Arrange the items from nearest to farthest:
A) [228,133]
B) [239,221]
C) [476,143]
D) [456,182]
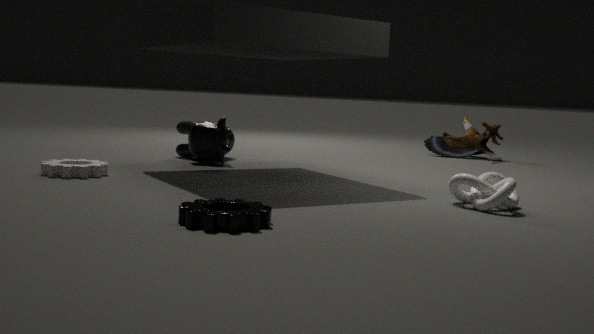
[239,221] < [456,182] < [228,133] < [476,143]
